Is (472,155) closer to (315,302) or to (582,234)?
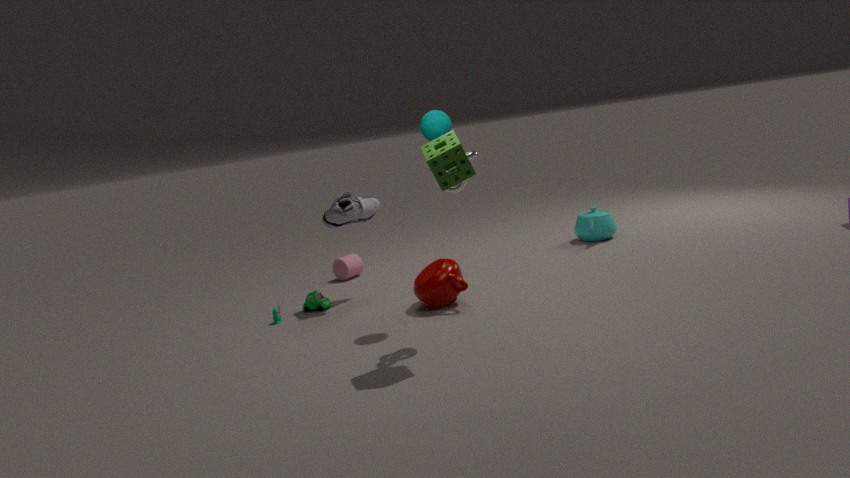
(315,302)
